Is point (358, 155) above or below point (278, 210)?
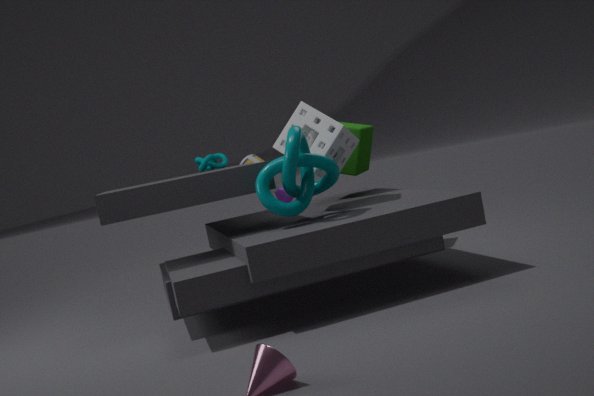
above
